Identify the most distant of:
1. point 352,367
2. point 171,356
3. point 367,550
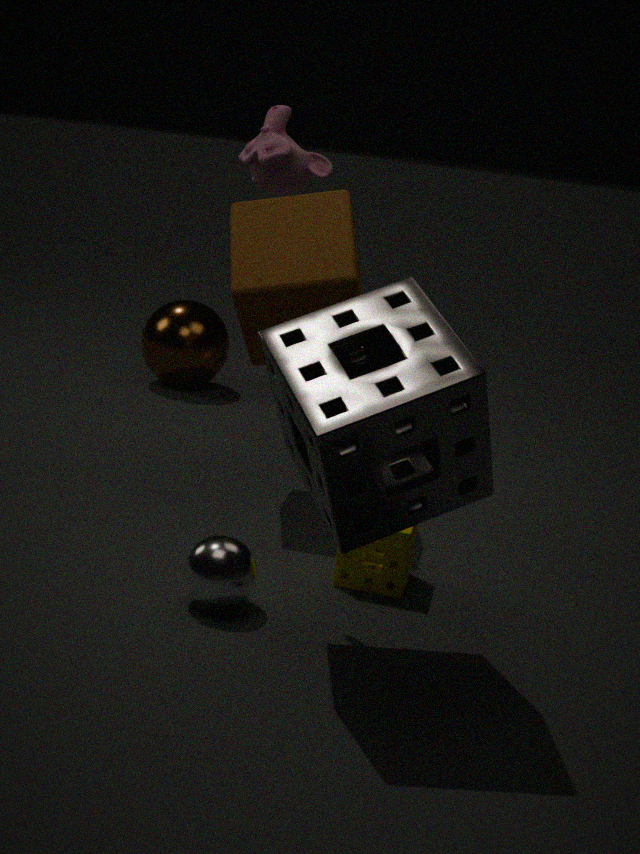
point 171,356
